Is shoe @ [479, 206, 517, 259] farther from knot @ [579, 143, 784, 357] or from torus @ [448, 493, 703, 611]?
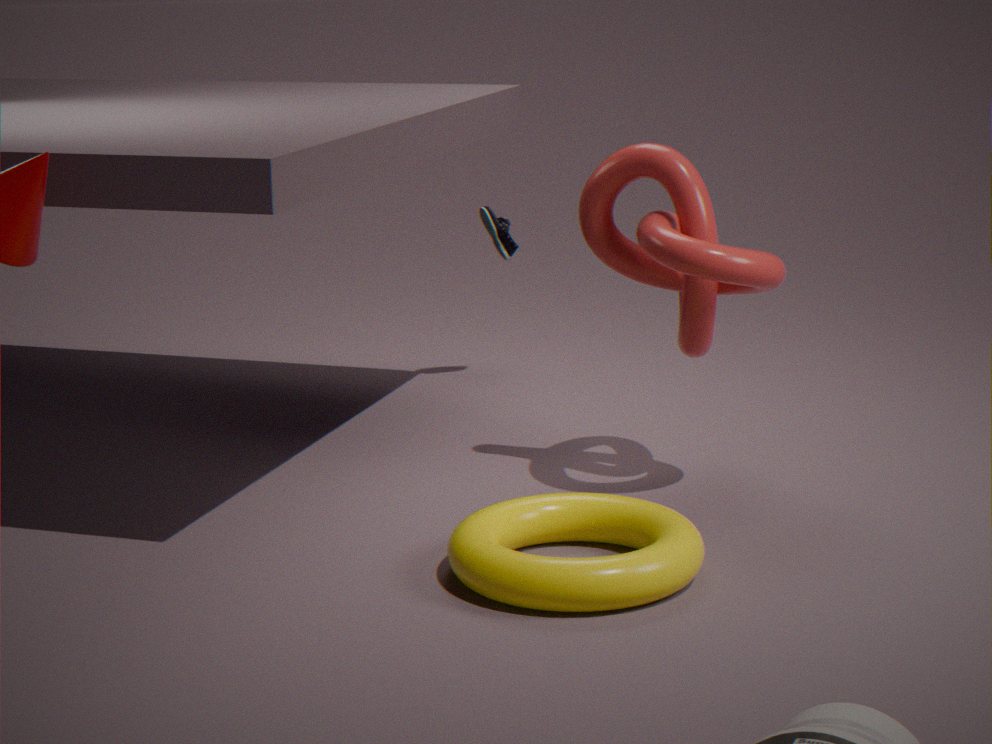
torus @ [448, 493, 703, 611]
